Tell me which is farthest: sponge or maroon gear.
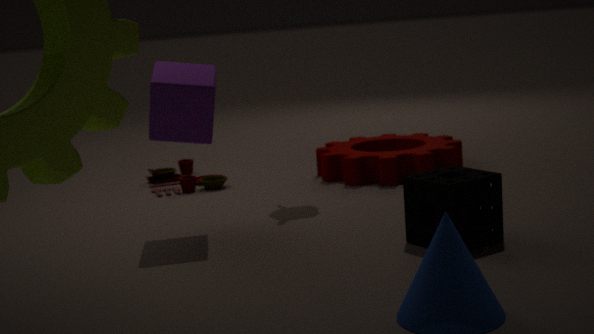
maroon gear
